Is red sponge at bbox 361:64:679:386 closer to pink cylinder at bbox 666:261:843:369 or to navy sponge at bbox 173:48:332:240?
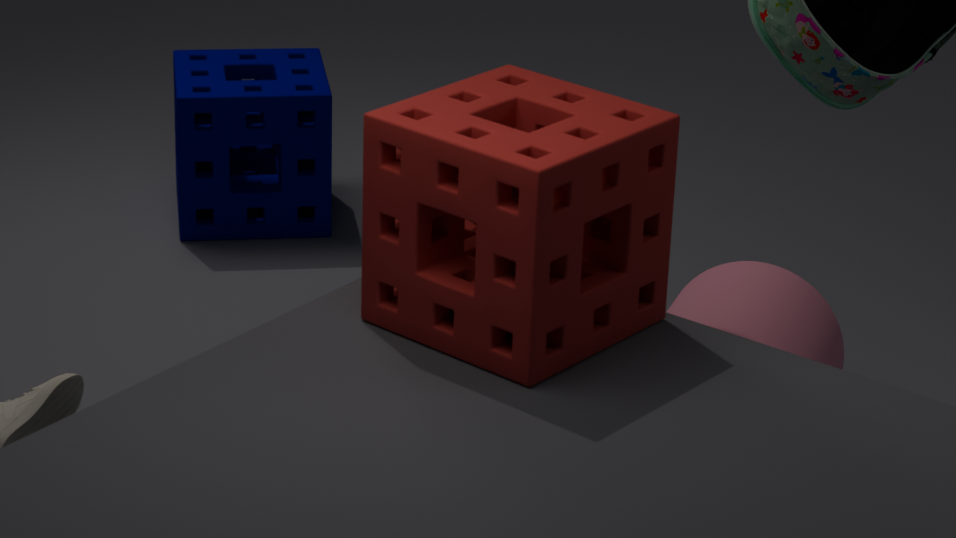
pink cylinder at bbox 666:261:843:369
